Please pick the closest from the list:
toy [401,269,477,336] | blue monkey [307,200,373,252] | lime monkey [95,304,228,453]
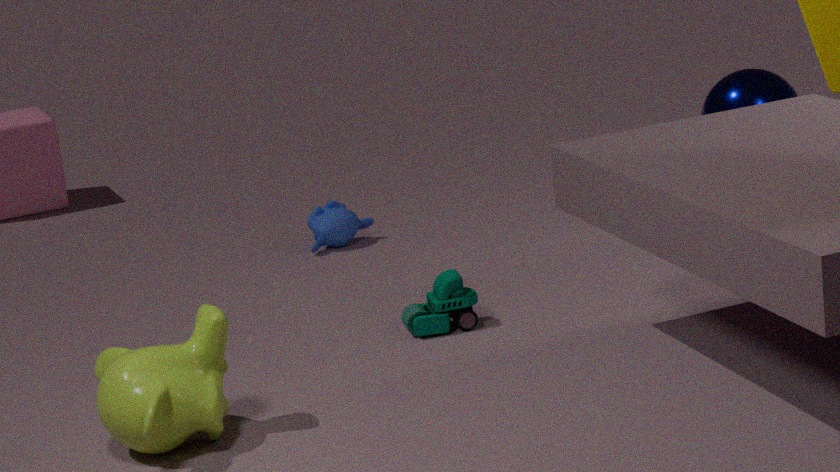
lime monkey [95,304,228,453]
